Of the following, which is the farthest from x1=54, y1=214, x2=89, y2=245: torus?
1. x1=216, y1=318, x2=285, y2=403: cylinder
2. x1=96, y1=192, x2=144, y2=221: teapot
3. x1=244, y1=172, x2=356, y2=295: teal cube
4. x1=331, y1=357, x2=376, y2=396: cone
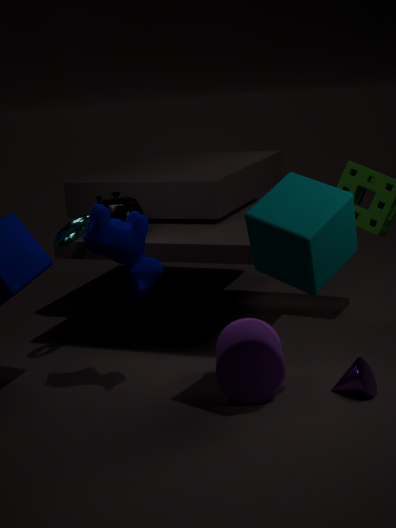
x1=331, y1=357, x2=376, y2=396: cone
